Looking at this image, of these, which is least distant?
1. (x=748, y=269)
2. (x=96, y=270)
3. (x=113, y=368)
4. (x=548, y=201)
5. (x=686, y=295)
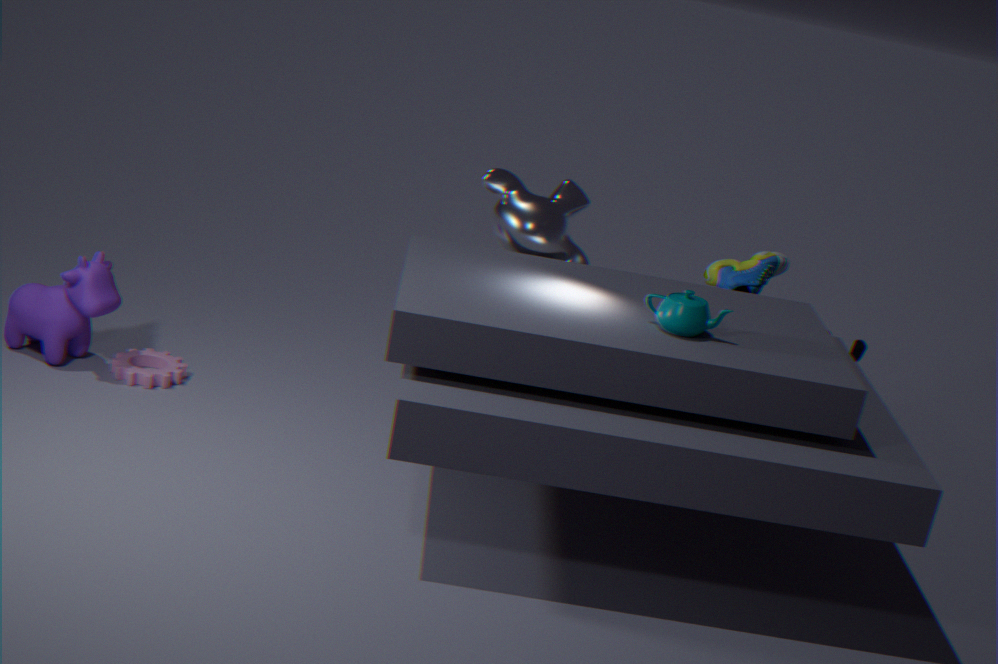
(x=686, y=295)
